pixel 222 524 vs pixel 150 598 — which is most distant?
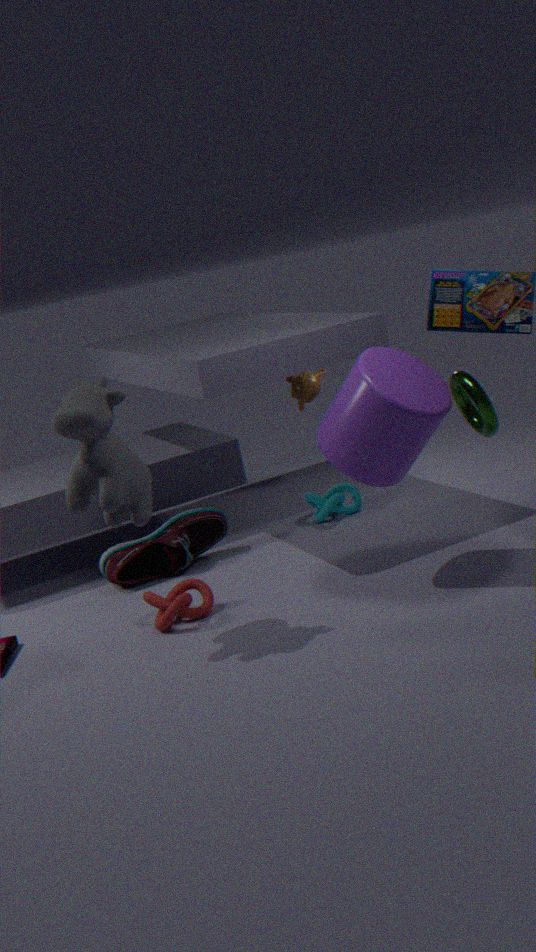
pixel 222 524
